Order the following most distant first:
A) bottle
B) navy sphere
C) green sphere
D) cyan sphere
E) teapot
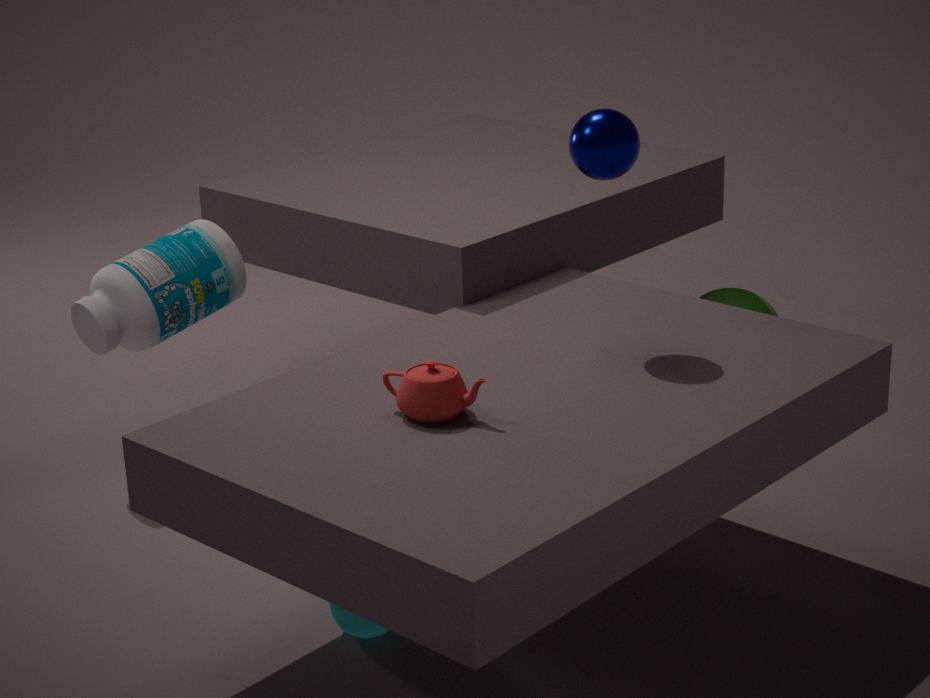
green sphere, bottle, navy sphere, cyan sphere, teapot
